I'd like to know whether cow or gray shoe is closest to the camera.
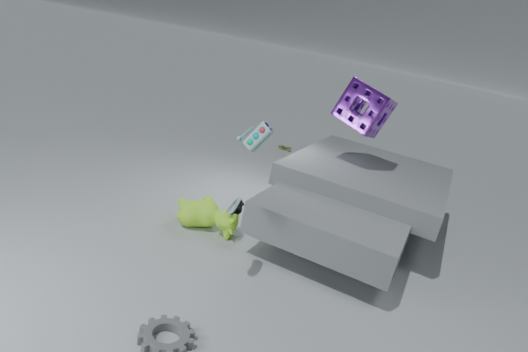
gray shoe
